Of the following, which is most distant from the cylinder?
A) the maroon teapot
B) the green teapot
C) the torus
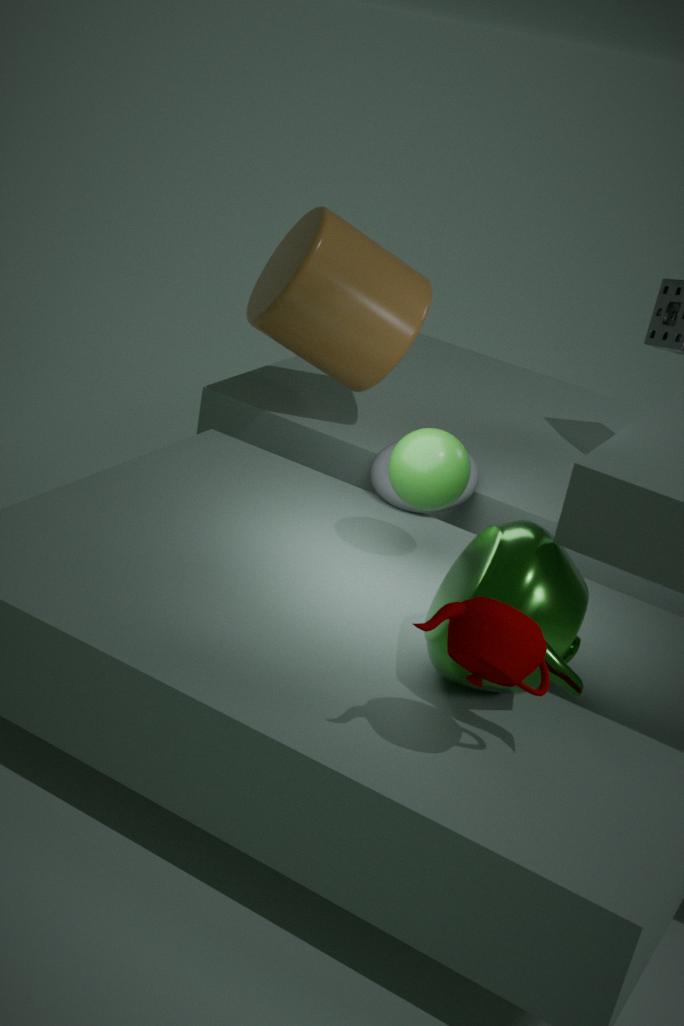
the maroon teapot
